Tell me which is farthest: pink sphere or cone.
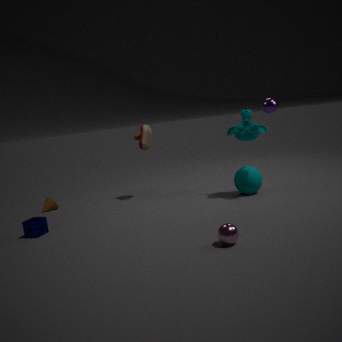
cone
